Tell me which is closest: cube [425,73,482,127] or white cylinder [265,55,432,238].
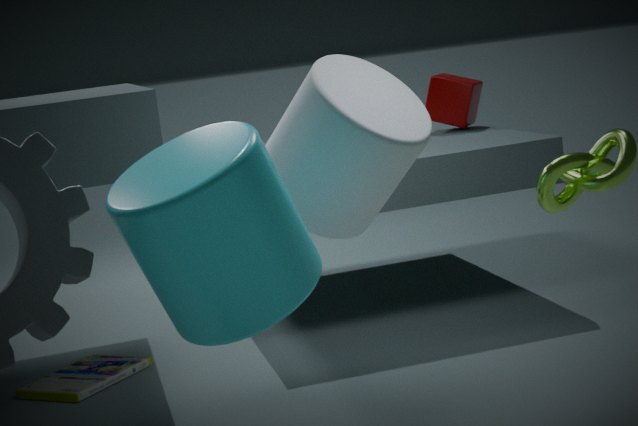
white cylinder [265,55,432,238]
